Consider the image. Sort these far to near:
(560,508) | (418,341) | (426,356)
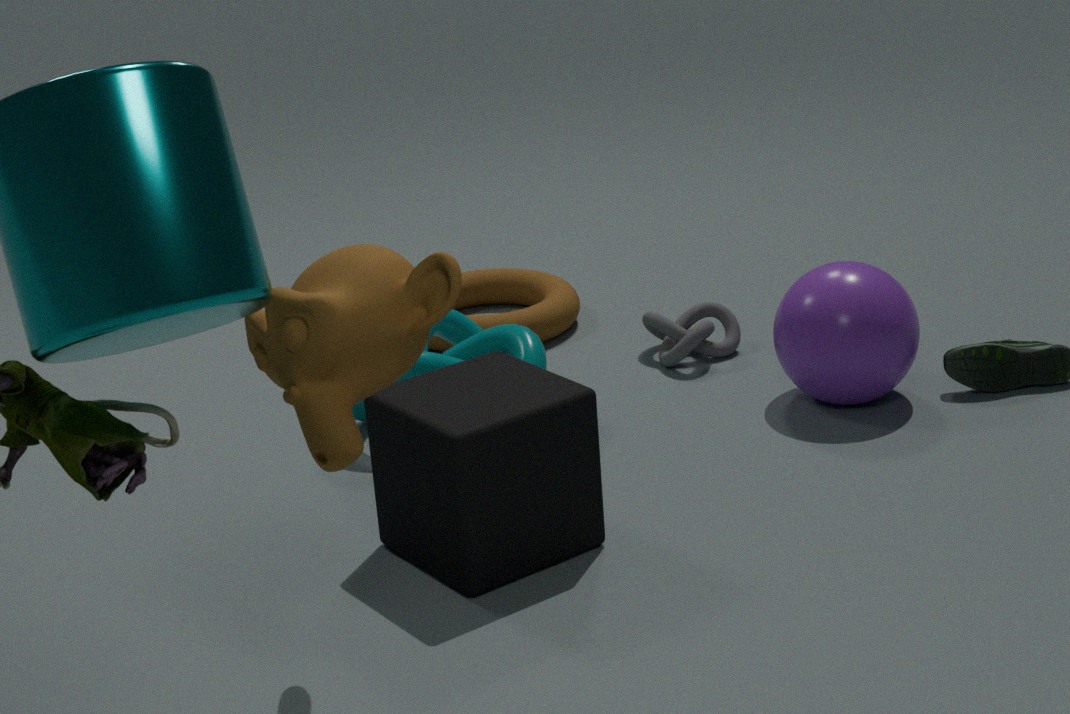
(426,356) → (560,508) → (418,341)
